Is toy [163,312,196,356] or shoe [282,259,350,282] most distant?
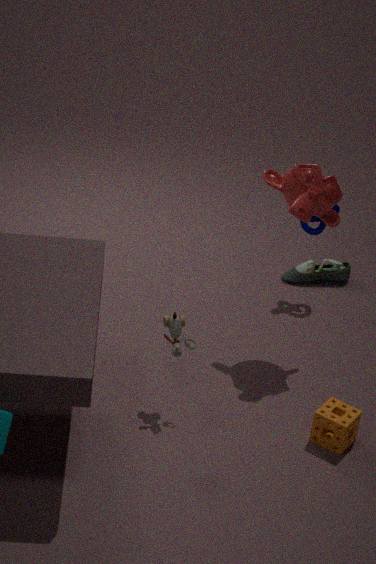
shoe [282,259,350,282]
